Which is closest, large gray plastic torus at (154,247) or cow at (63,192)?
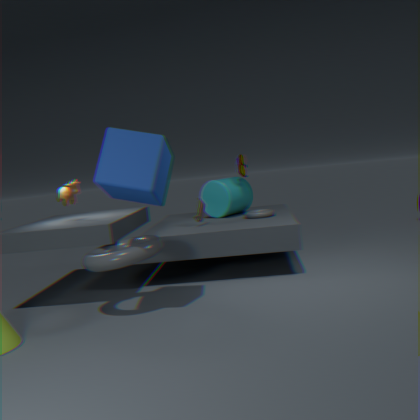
large gray plastic torus at (154,247)
